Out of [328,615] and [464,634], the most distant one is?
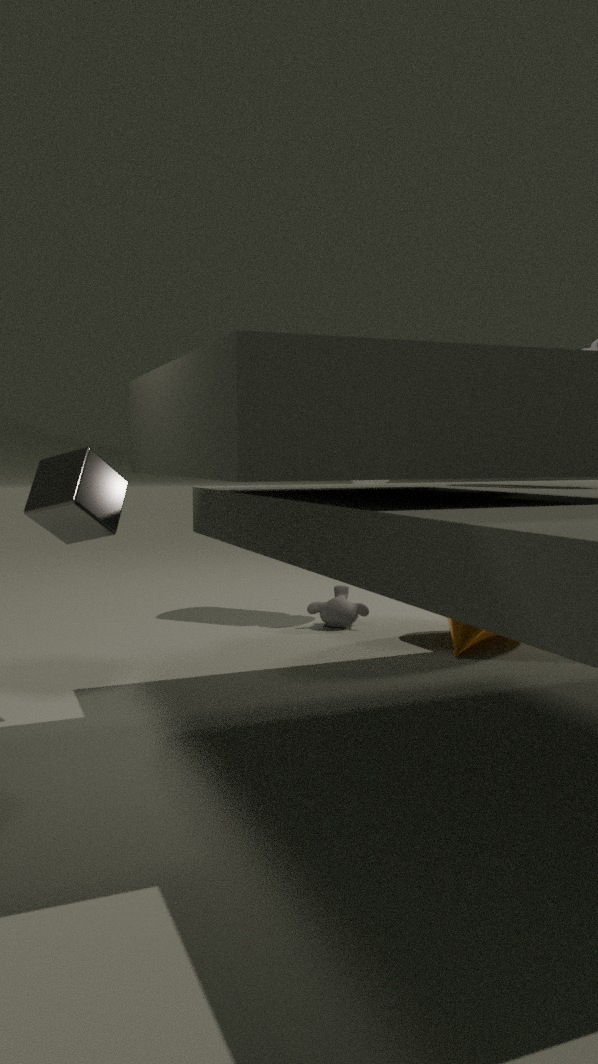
[328,615]
